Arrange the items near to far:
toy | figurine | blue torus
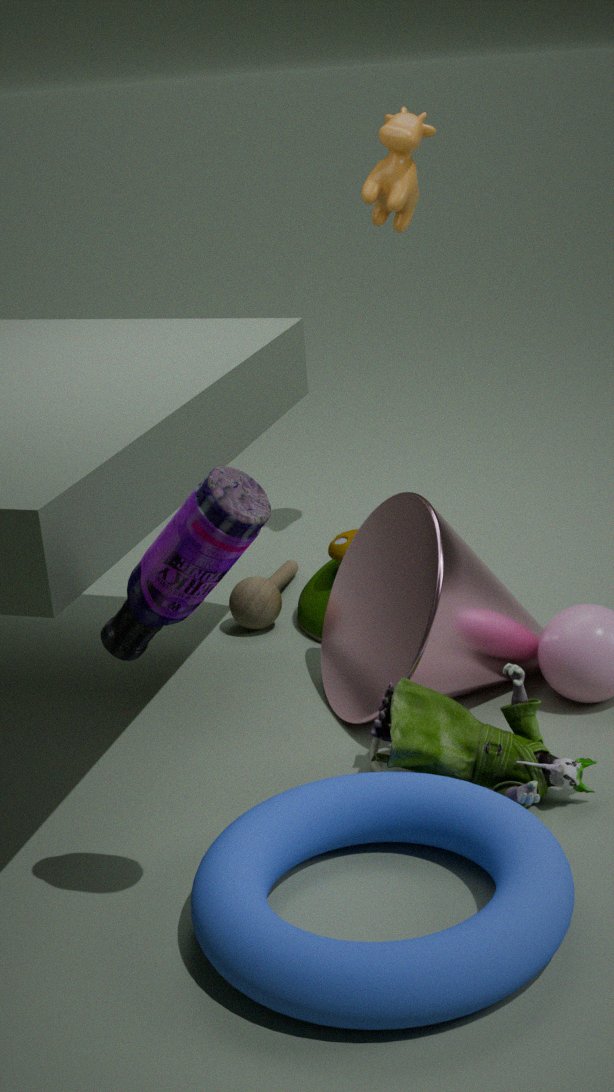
blue torus, figurine, toy
